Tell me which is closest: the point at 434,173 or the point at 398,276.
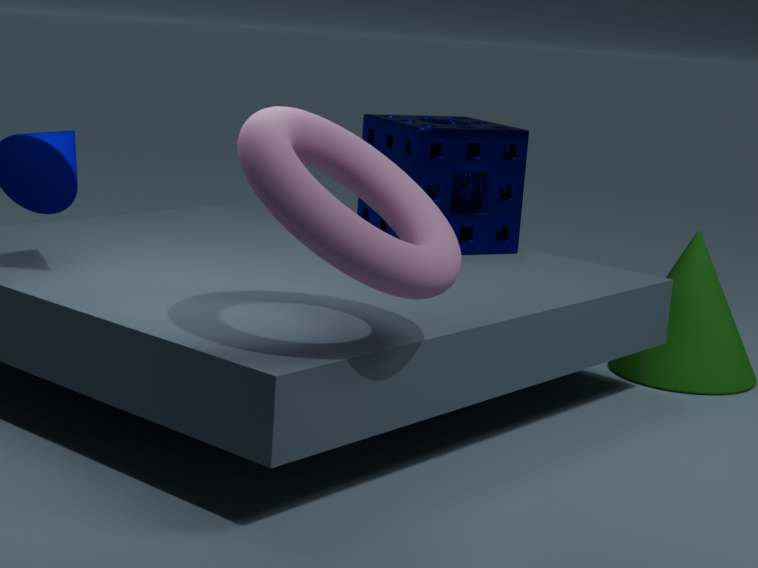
the point at 398,276
